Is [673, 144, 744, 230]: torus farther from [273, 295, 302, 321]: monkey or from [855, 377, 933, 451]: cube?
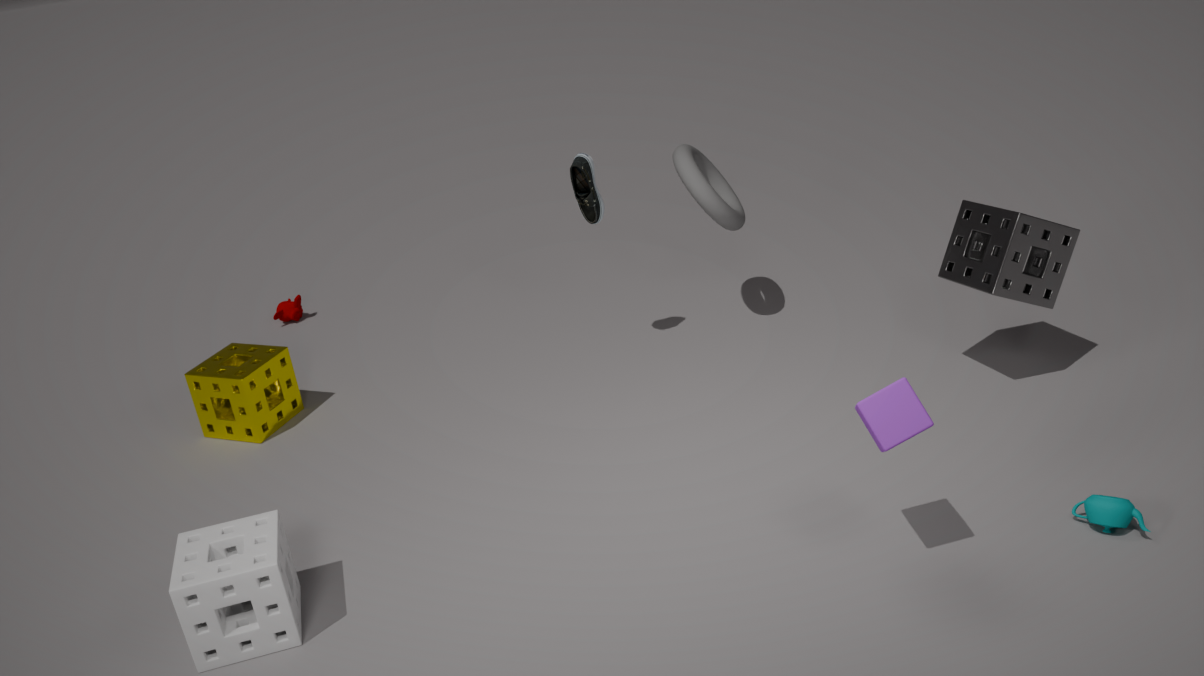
[273, 295, 302, 321]: monkey
